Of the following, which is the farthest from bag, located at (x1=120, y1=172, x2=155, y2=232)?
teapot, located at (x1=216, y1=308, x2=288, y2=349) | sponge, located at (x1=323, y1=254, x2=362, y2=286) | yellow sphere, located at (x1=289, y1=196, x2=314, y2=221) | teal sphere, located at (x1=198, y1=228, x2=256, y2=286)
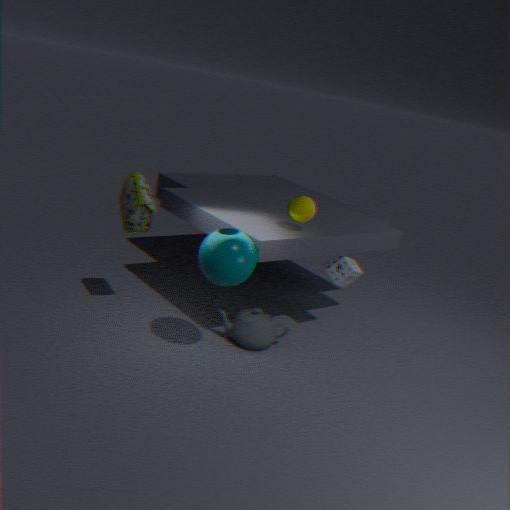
sponge, located at (x1=323, y1=254, x2=362, y2=286)
